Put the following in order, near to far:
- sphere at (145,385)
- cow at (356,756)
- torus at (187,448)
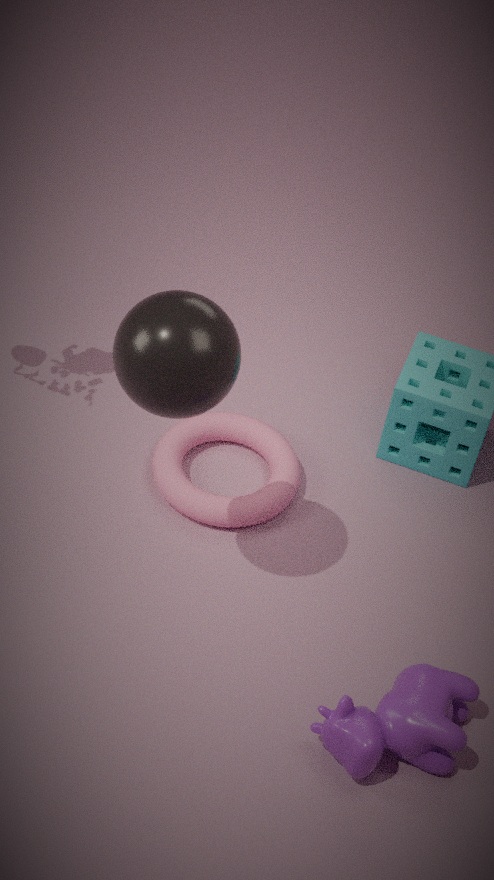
1. sphere at (145,385)
2. cow at (356,756)
3. torus at (187,448)
